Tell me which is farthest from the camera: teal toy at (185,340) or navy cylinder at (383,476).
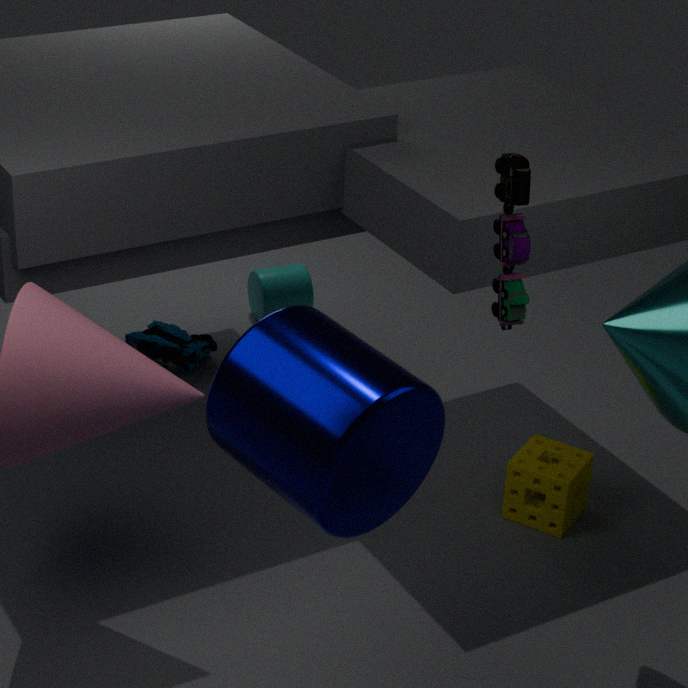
teal toy at (185,340)
